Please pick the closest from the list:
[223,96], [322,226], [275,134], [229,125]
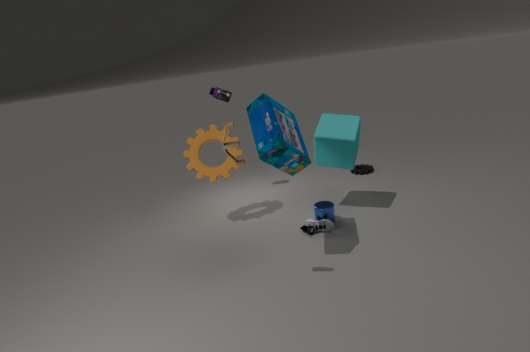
[229,125]
